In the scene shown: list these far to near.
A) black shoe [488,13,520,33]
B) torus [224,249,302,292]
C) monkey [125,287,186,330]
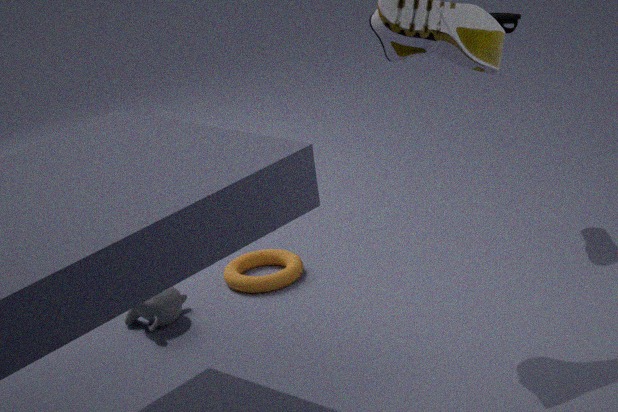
1. torus [224,249,302,292]
2. black shoe [488,13,520,33]
3. monkey [125,287,186,330]
